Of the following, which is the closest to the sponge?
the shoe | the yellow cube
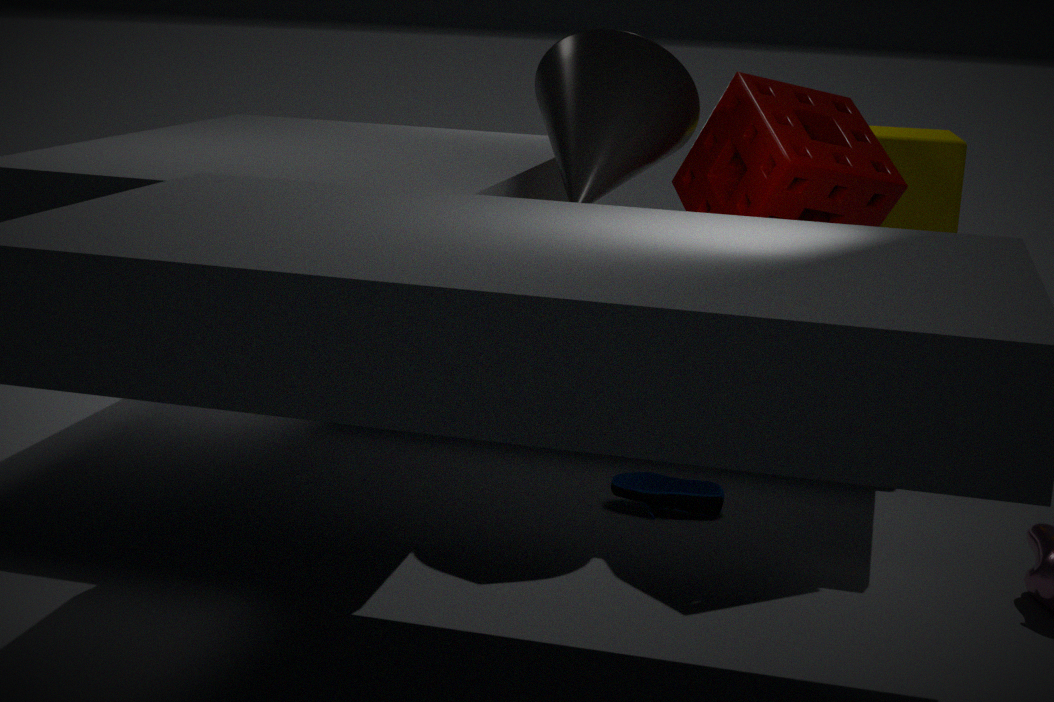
the yellow cube
